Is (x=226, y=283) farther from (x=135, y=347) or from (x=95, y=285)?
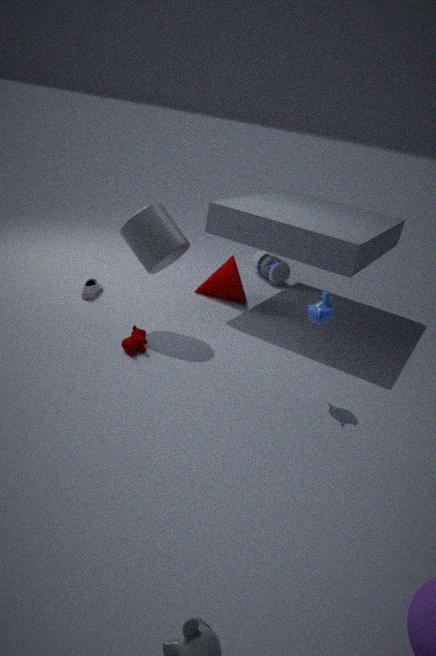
(x=135, y=347)
